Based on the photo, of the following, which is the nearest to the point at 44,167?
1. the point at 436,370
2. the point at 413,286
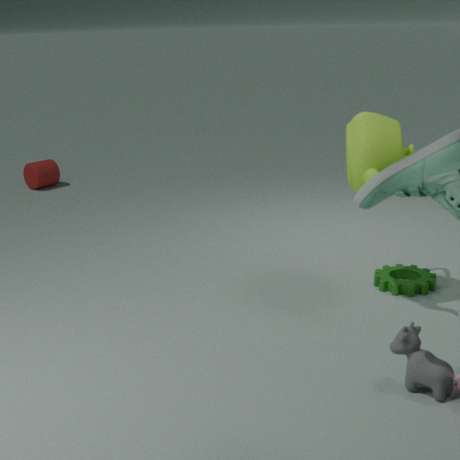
the point at 413,286
